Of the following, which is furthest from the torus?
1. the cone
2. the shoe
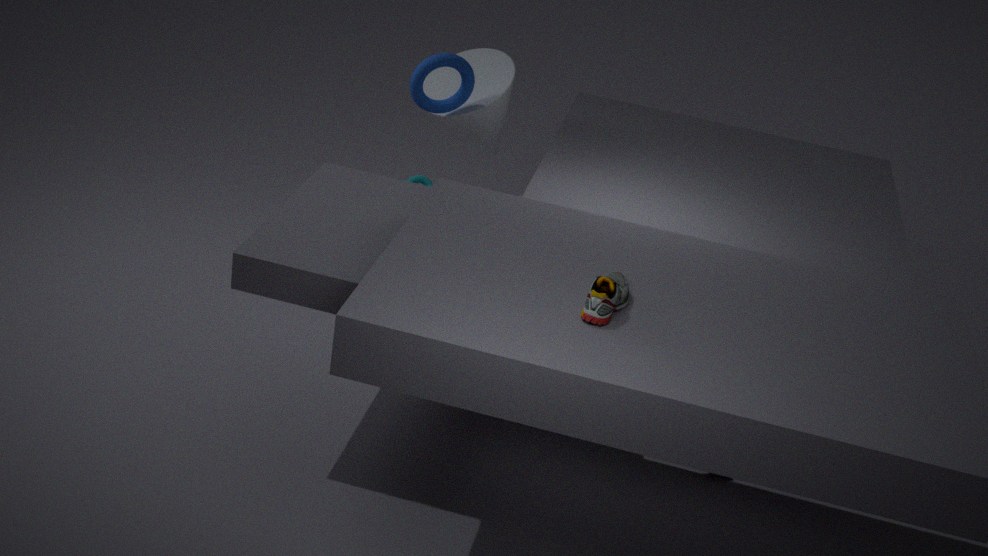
the shoe
